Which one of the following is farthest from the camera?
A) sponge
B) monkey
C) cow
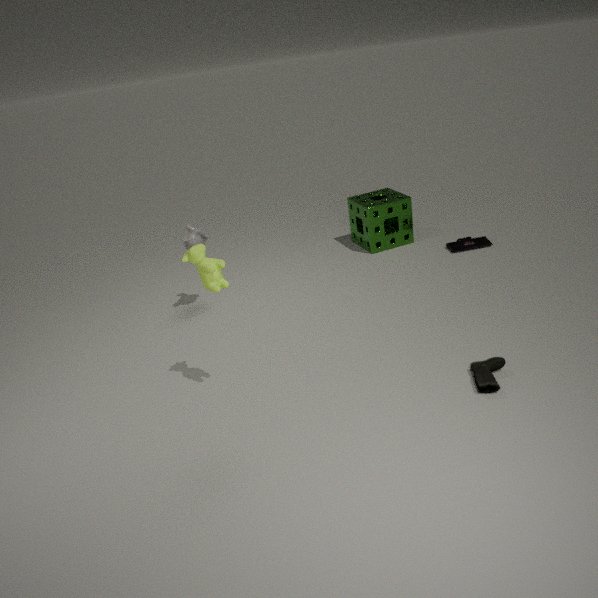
sponge
